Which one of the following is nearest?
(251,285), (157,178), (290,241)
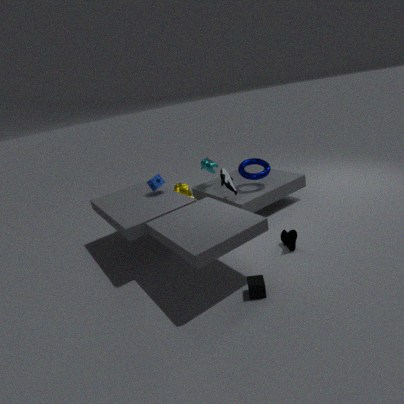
(251,285)
